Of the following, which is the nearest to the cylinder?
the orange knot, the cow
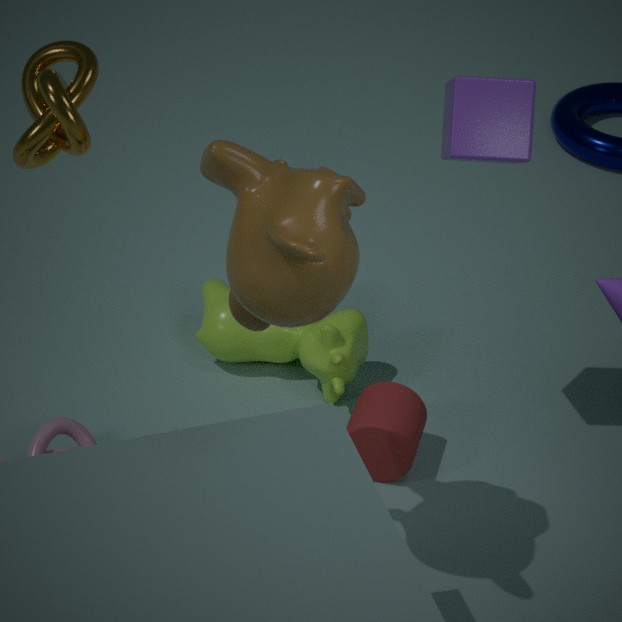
the cow
